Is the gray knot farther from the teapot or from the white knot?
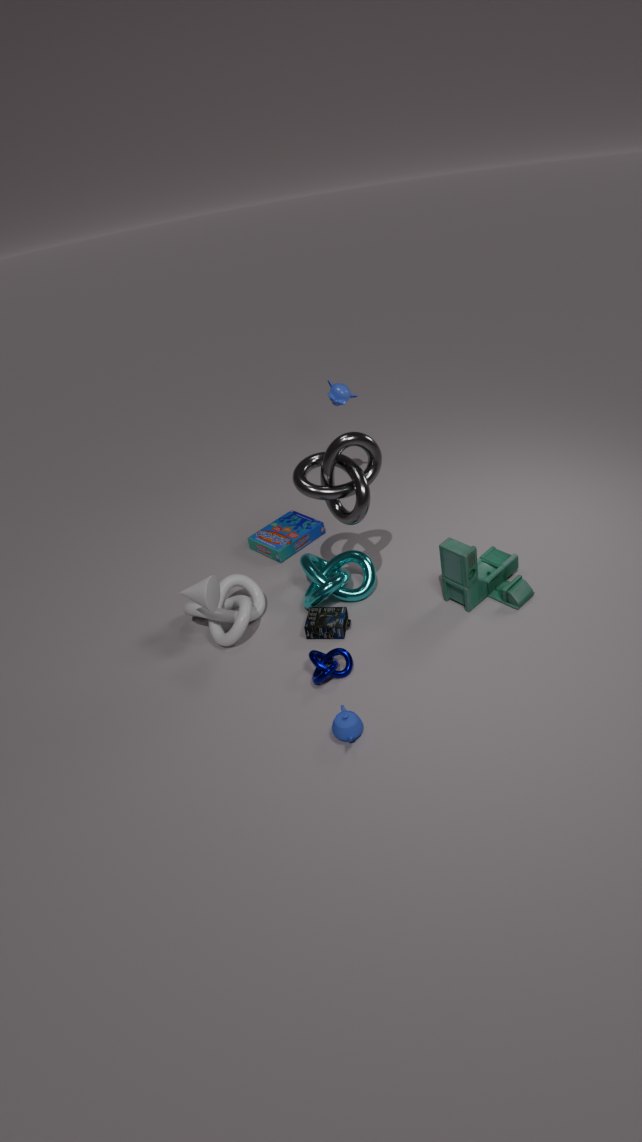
the teapot
